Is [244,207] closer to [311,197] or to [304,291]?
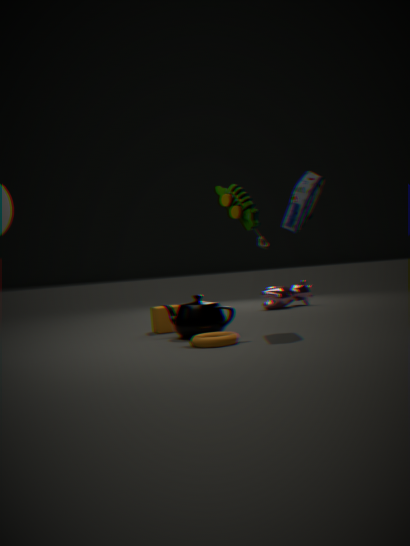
[311,197]
